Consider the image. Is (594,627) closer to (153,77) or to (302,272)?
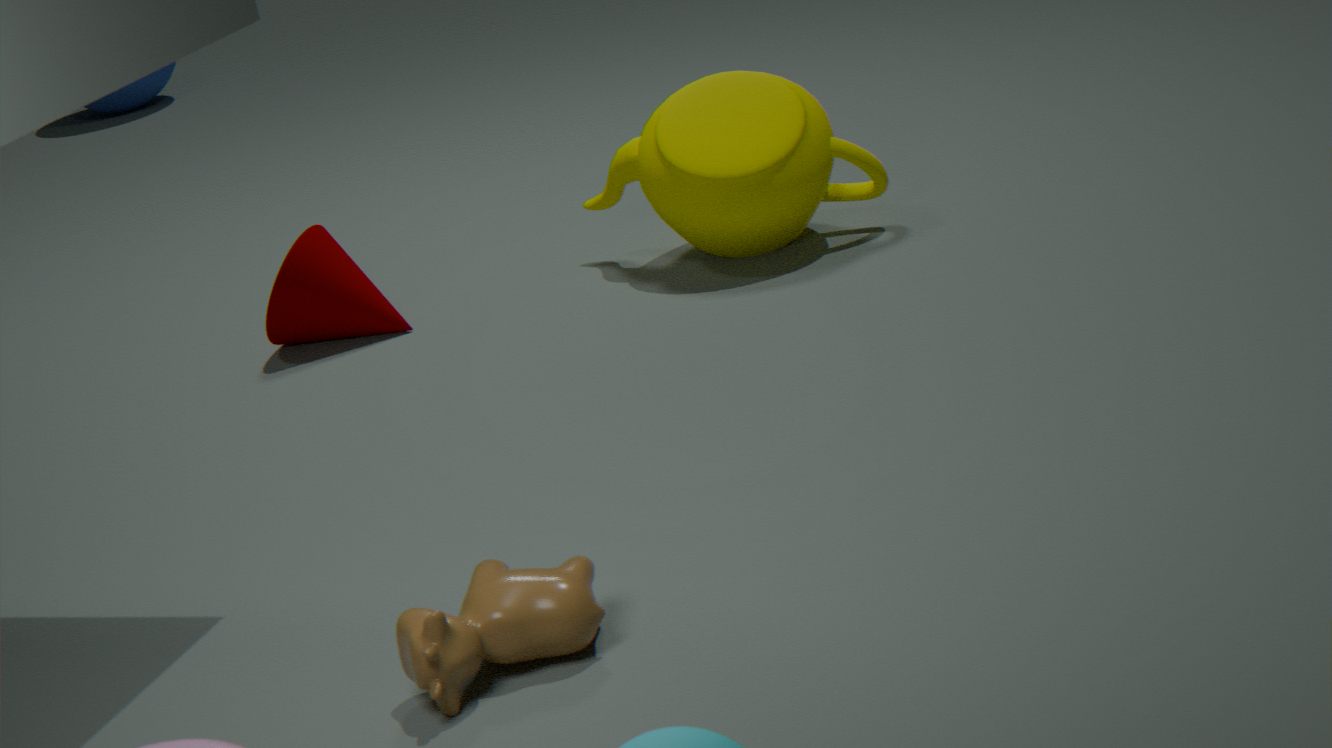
A: (302,272)
